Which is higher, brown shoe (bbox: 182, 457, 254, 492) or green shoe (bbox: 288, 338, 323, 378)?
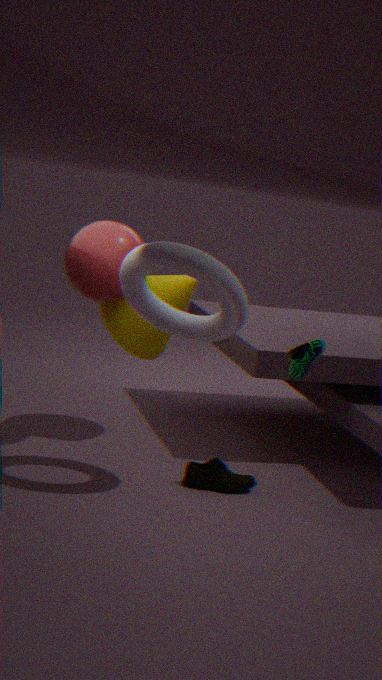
green shoe (bbox: 288, 338, 323, 378)
